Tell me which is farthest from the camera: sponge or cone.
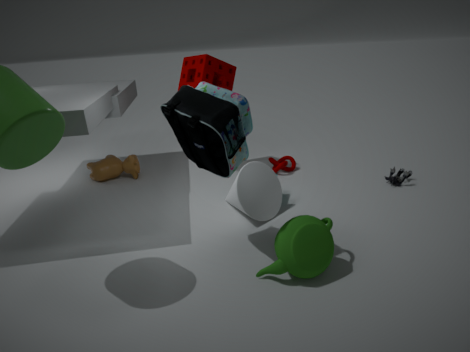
sponge
